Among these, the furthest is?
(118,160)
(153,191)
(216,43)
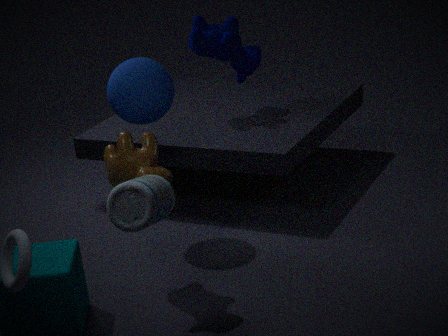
(216,43)
